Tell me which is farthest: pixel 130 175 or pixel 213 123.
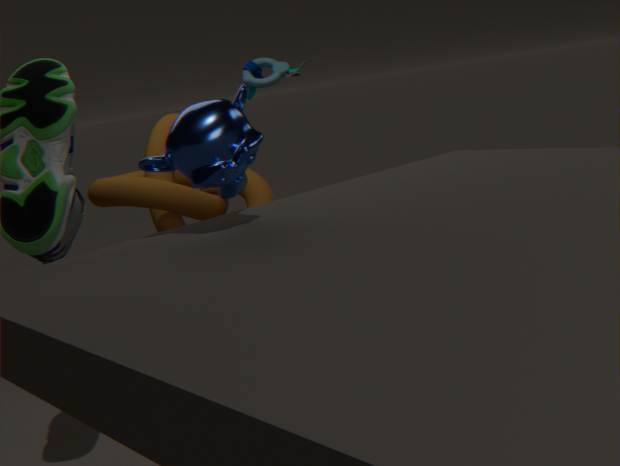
pixel 130 175
